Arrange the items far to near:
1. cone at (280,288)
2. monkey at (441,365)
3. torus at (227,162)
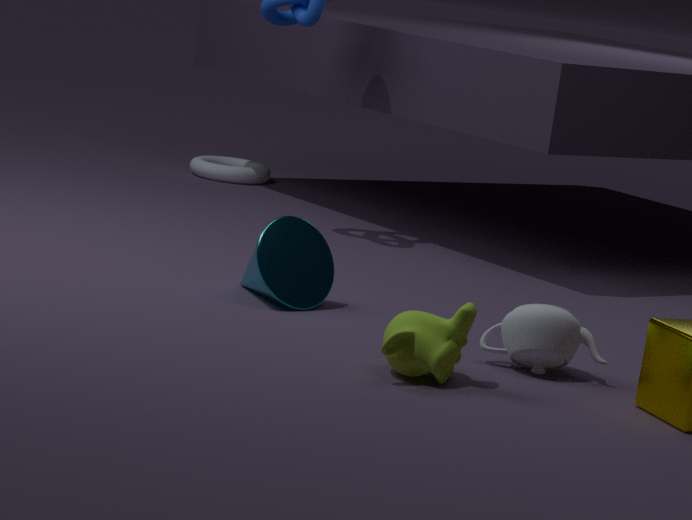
1. torus at (227,162)
2. cone at (280,288)
3. monkey at (441,365)
